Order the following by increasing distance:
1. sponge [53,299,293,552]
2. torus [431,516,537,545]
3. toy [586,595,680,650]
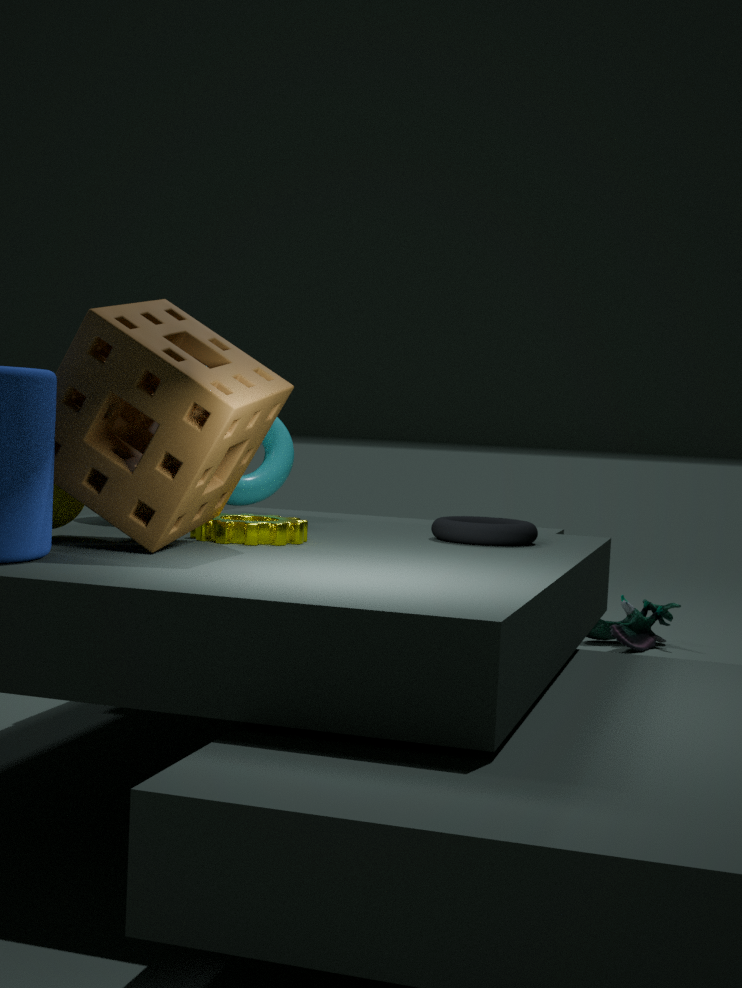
sponge [53,299,293,552] < torus [431,516,537,545] < toy [586,595,680,650]
